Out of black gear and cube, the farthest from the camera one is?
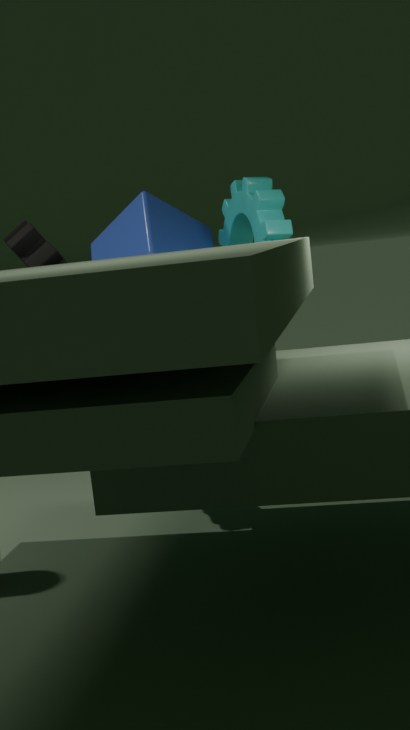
cube
